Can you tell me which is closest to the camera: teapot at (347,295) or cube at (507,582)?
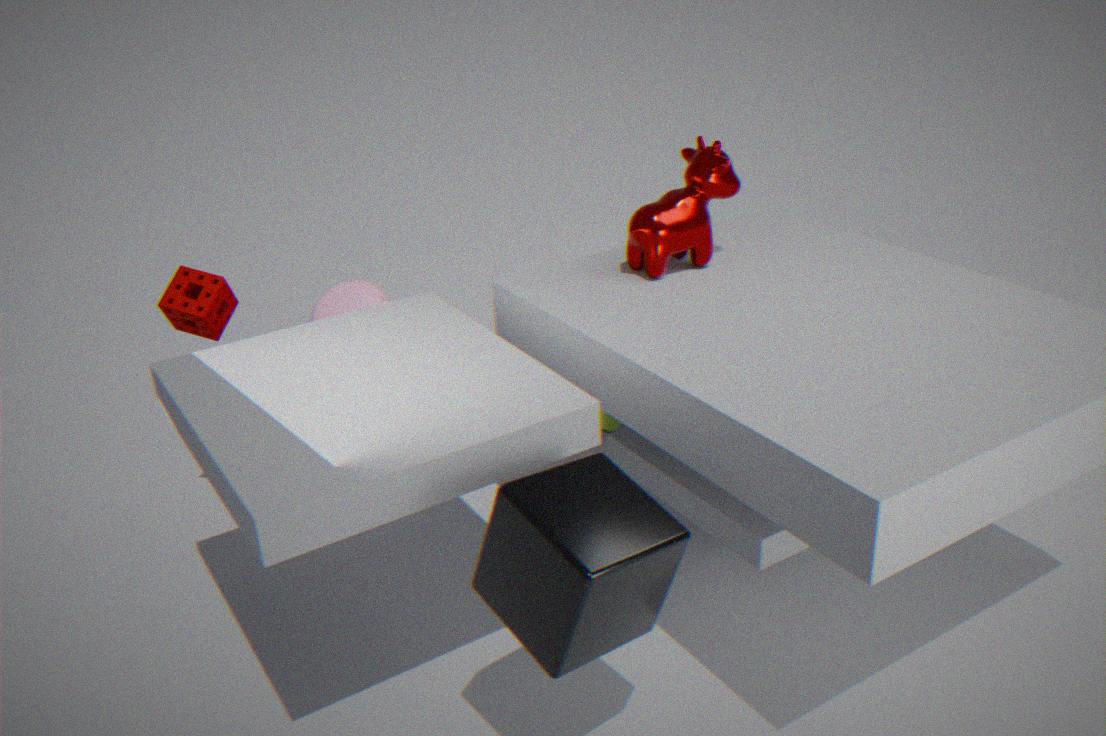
cube at (507,582)
